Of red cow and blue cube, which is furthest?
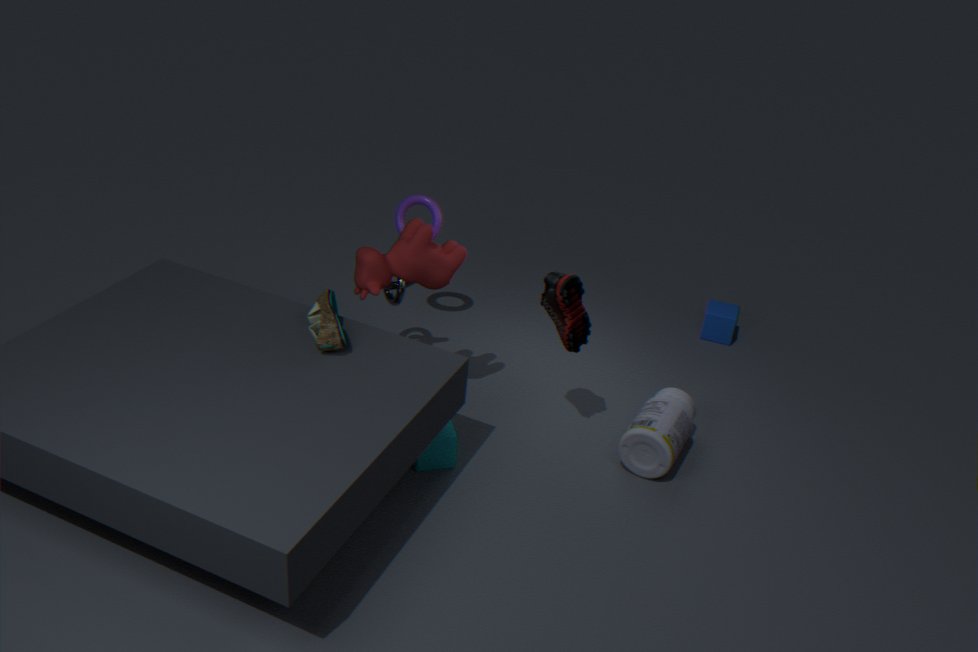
blue cube
